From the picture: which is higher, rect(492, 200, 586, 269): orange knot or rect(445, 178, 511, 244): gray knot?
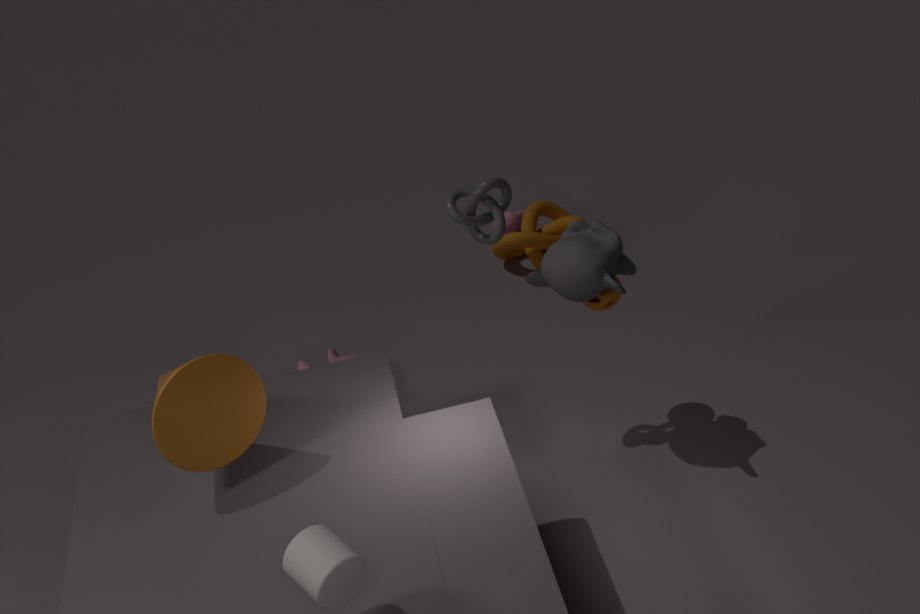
rect(445, 178, 511, 244): gray knot
